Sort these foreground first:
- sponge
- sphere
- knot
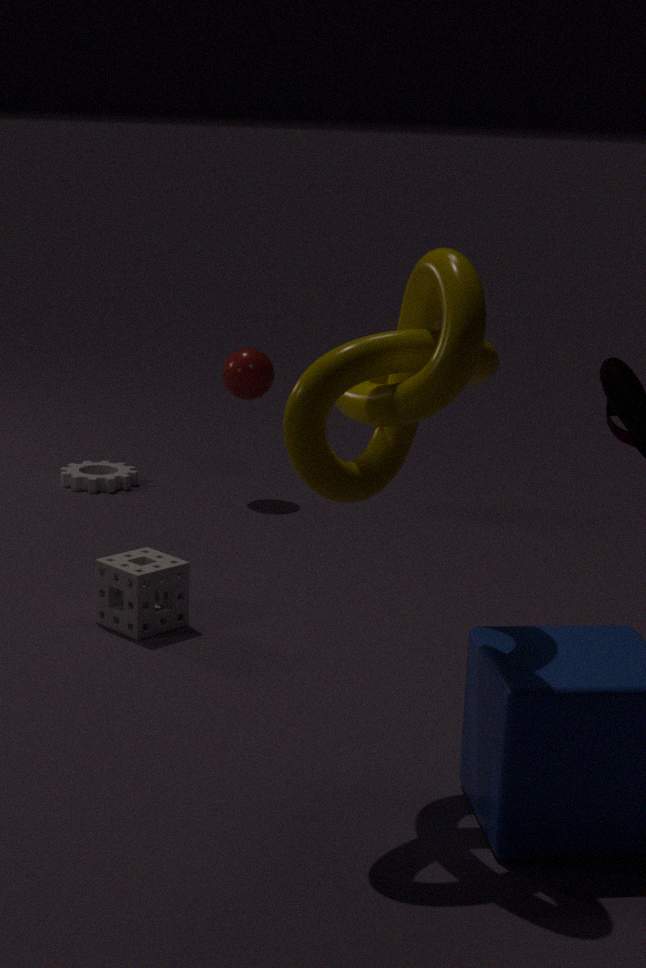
knot
sponge
sphere
